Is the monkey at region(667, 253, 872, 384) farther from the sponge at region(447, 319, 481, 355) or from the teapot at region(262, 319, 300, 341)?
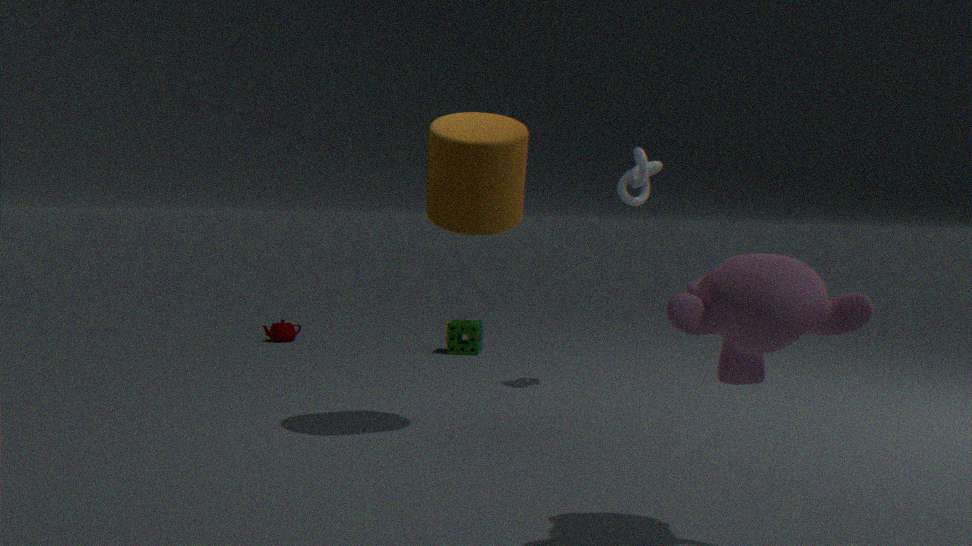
the teapot at region(262, 319, 300, 341)
